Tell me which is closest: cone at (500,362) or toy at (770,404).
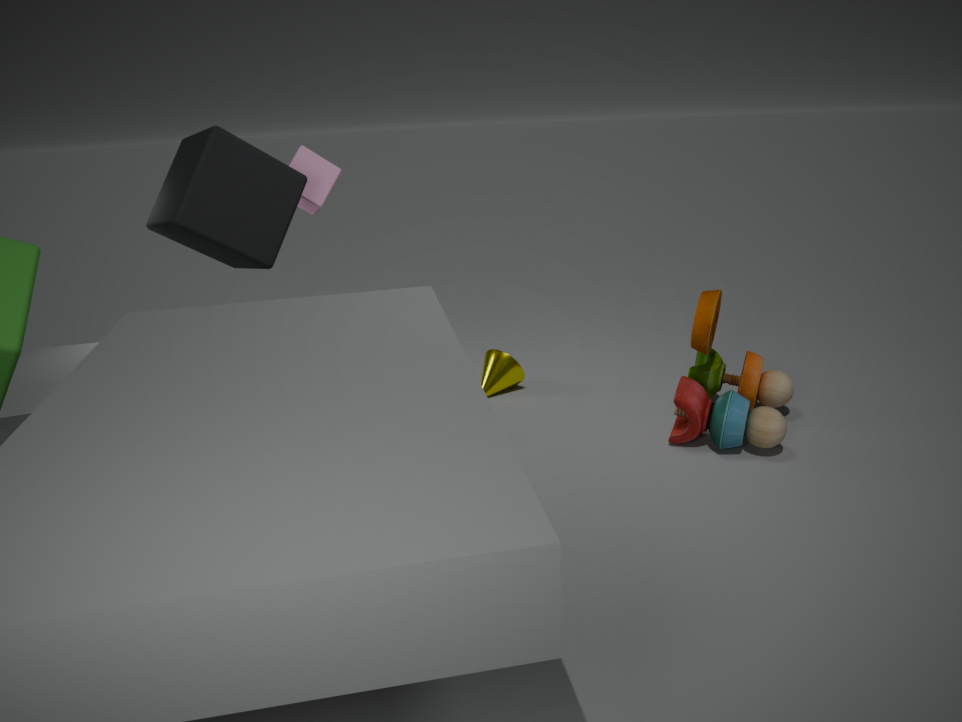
toy at (770,404)
